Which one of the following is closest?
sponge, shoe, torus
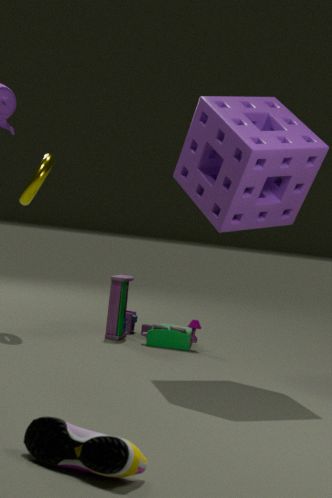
shoe
